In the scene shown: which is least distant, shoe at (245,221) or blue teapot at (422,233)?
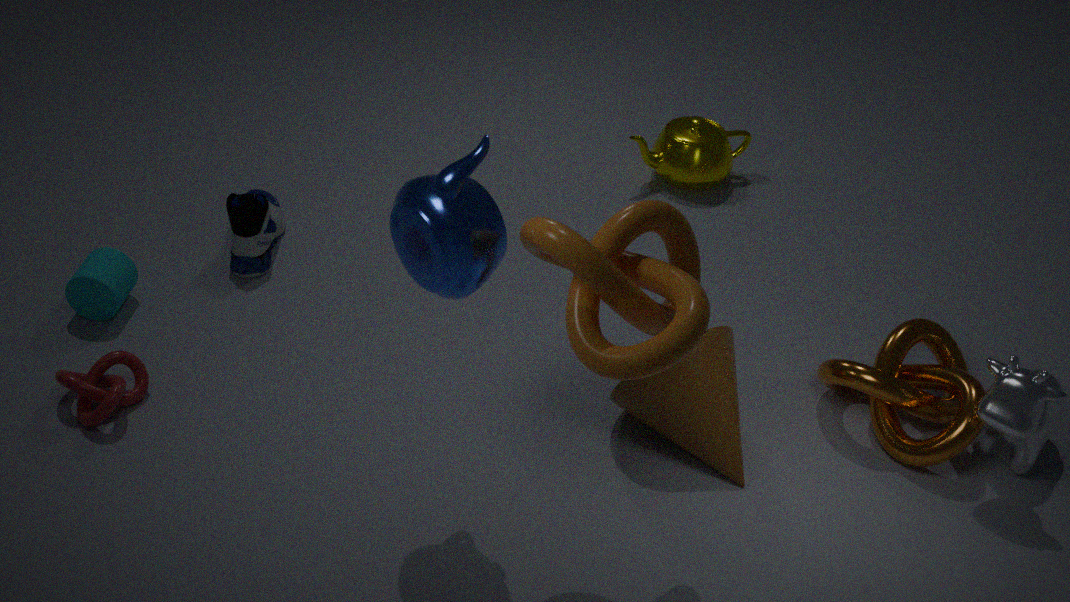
blue teapot at (422,233)
